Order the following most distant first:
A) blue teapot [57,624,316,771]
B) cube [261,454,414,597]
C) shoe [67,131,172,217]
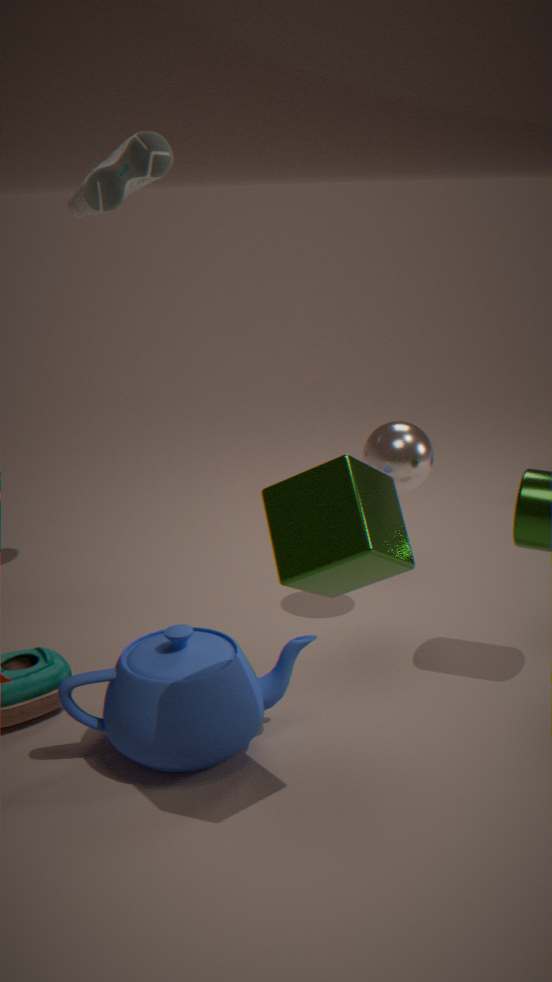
shoe [67,131,172,217]
blue teapot [57,624,316,771]
cube [261,454,414,597]
